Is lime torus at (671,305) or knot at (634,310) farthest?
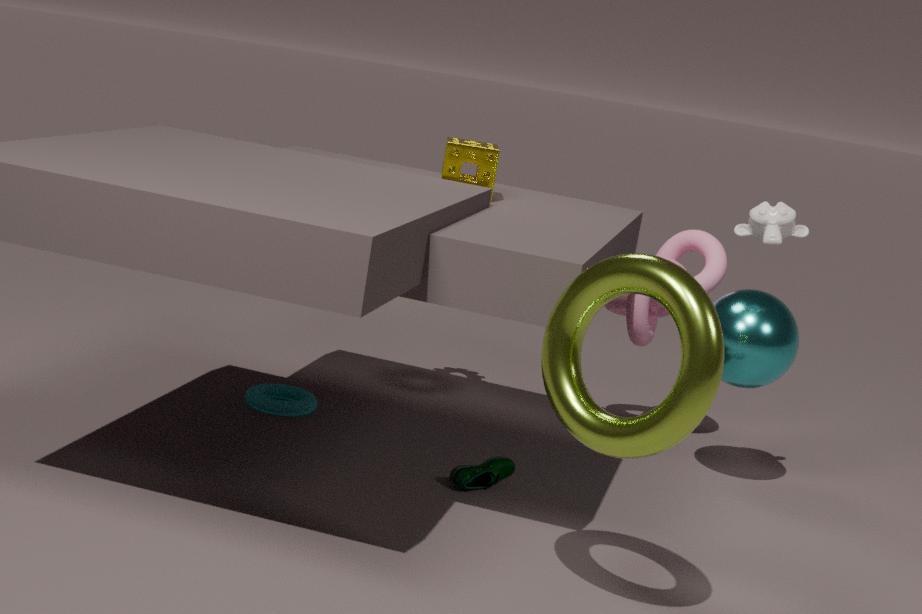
knot at (634,310)
